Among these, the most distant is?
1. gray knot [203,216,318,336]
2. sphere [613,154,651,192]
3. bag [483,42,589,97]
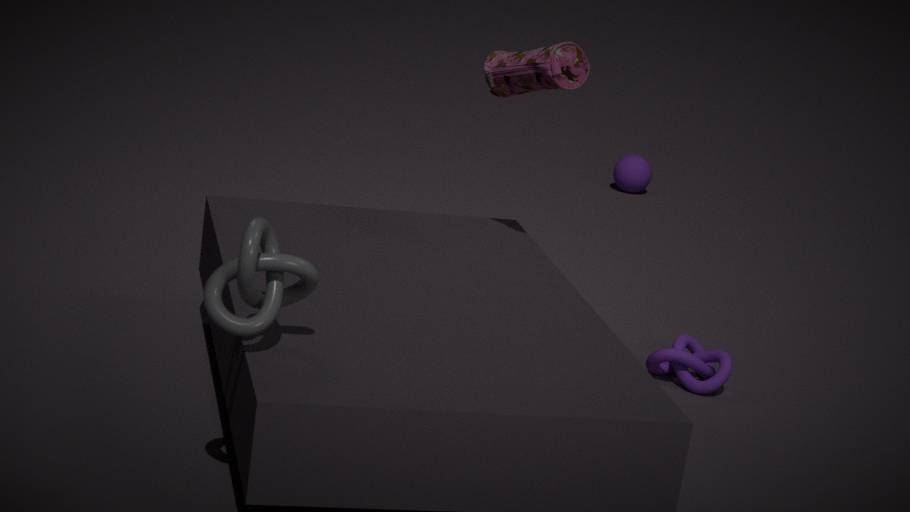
sphere [613,154,651,192]
